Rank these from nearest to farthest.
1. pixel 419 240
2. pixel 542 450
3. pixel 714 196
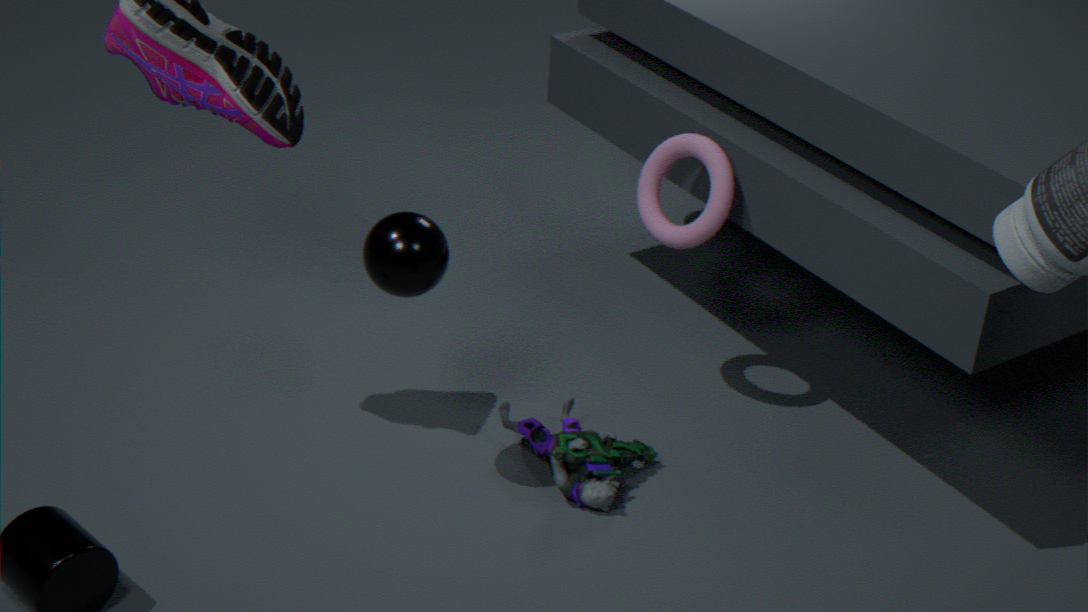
pixel 419 240 < pixel 542 450 < pixel 714 196
